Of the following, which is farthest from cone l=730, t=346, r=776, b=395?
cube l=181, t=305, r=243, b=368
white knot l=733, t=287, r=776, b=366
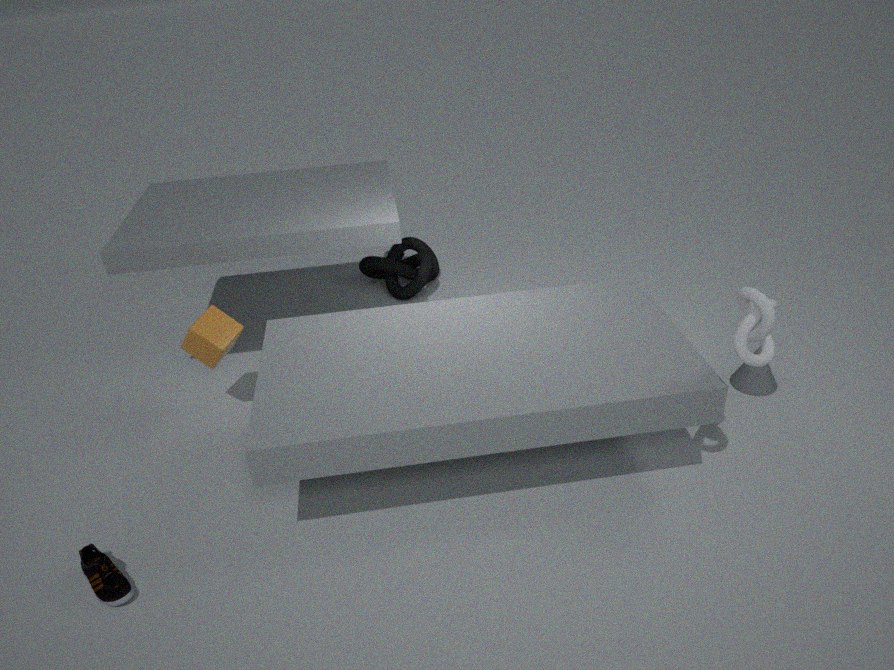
cube l=181, t=305, r=243, b=368
